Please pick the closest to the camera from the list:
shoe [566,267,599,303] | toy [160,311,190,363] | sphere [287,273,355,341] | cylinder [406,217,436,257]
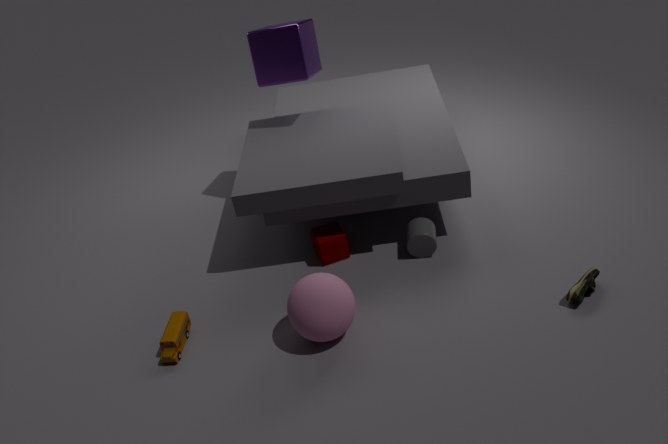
sphere [287,273,355,341]
